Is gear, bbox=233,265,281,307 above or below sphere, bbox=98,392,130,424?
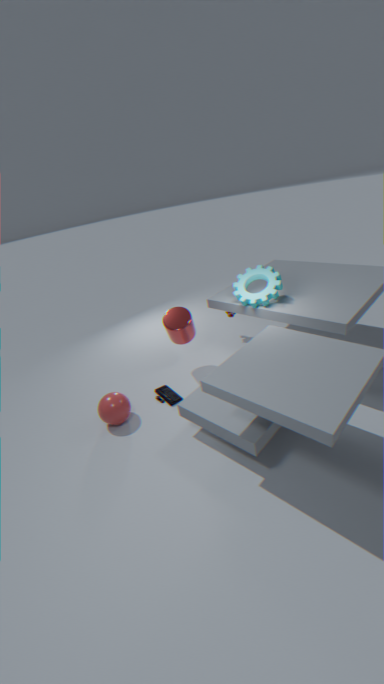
above
